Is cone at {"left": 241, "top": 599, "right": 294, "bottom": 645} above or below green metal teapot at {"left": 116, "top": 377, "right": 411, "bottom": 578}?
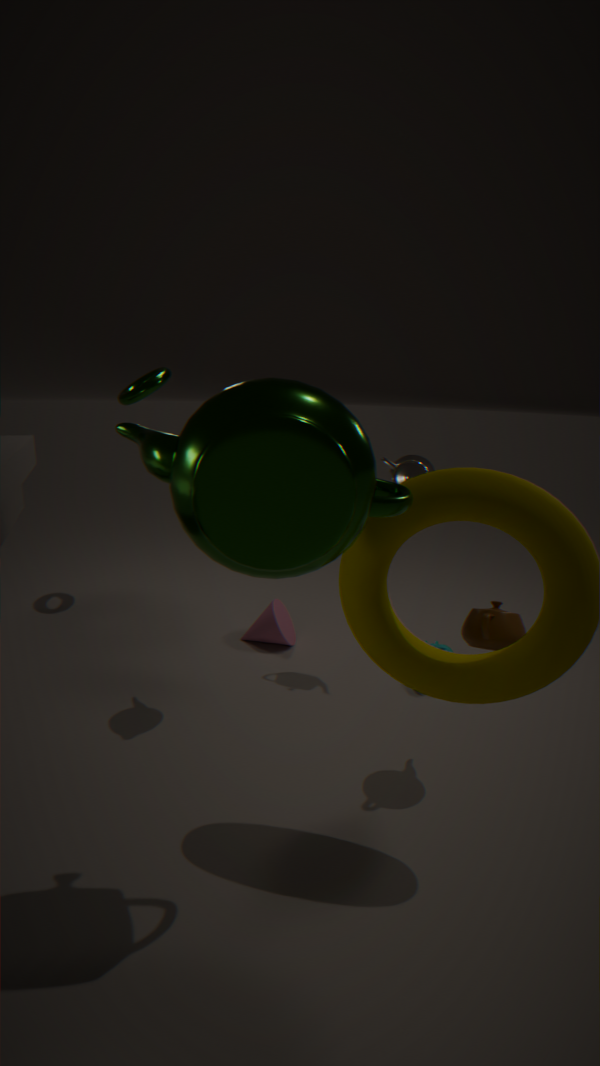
below
